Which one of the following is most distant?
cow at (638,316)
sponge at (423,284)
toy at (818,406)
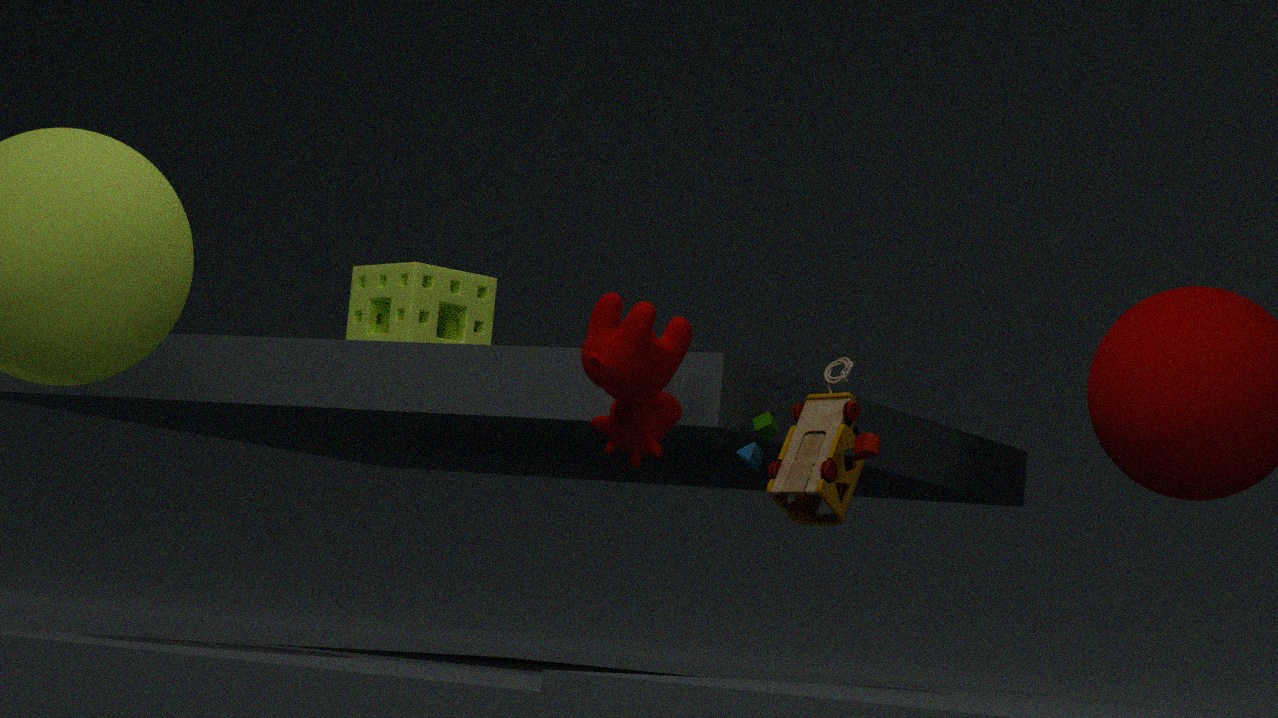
sponge at (423,284)
